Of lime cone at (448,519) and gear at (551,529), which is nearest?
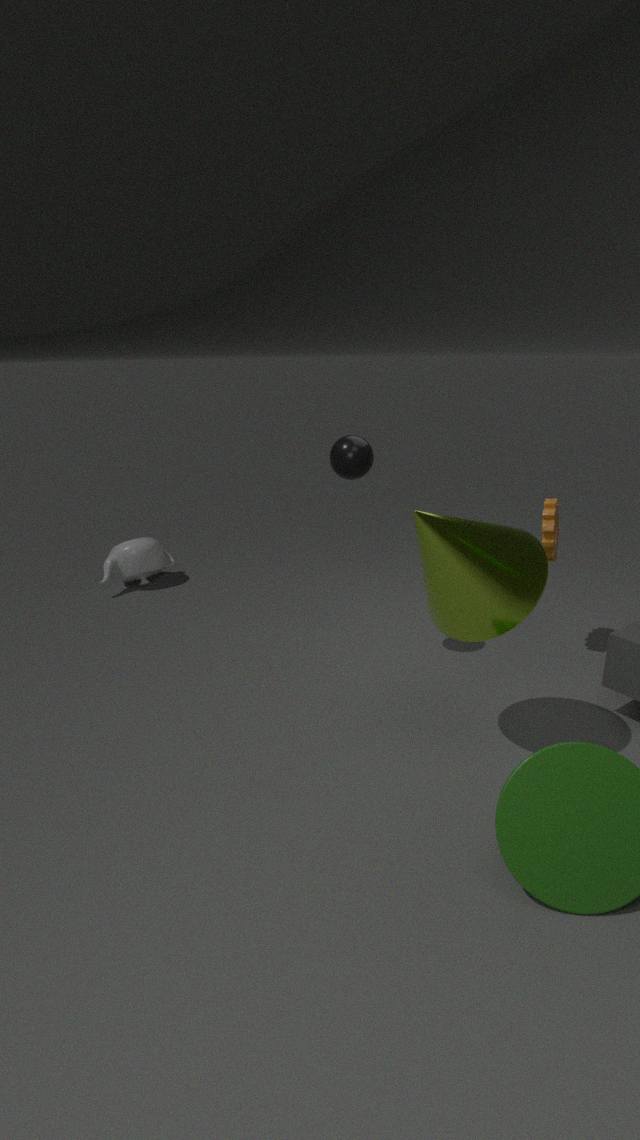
lime cone at (448,519)
